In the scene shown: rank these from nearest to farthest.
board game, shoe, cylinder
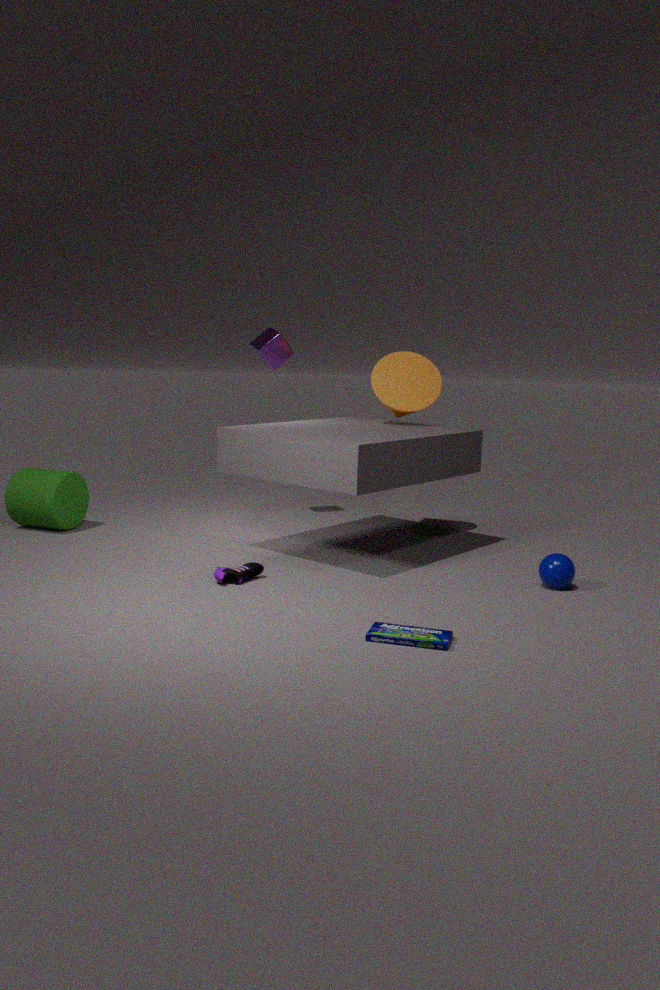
1. board game
2. shoe
3. cylinder
